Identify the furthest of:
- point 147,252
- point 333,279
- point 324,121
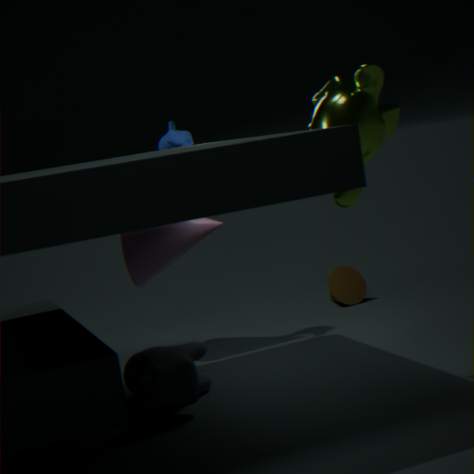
point 333,279
